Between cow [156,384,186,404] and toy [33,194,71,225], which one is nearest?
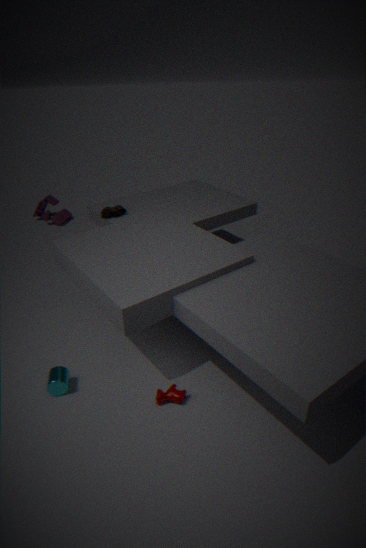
cow [156,384,186,404]
